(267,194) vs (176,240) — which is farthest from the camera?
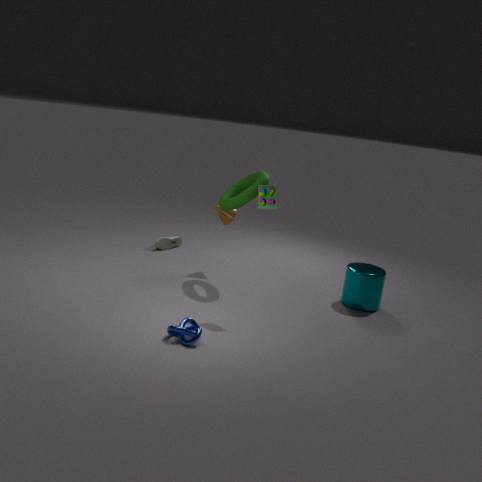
(176,240)
